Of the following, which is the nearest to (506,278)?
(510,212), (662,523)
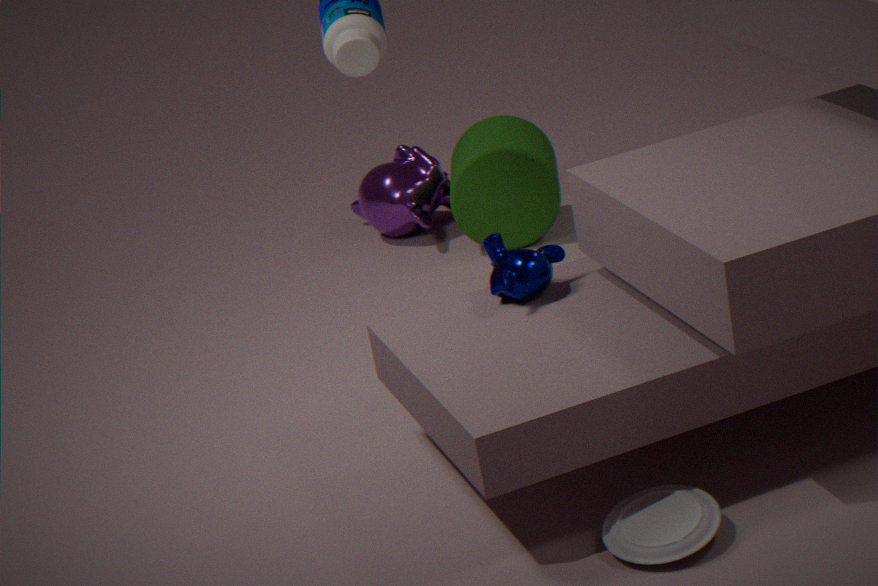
(662,523)
